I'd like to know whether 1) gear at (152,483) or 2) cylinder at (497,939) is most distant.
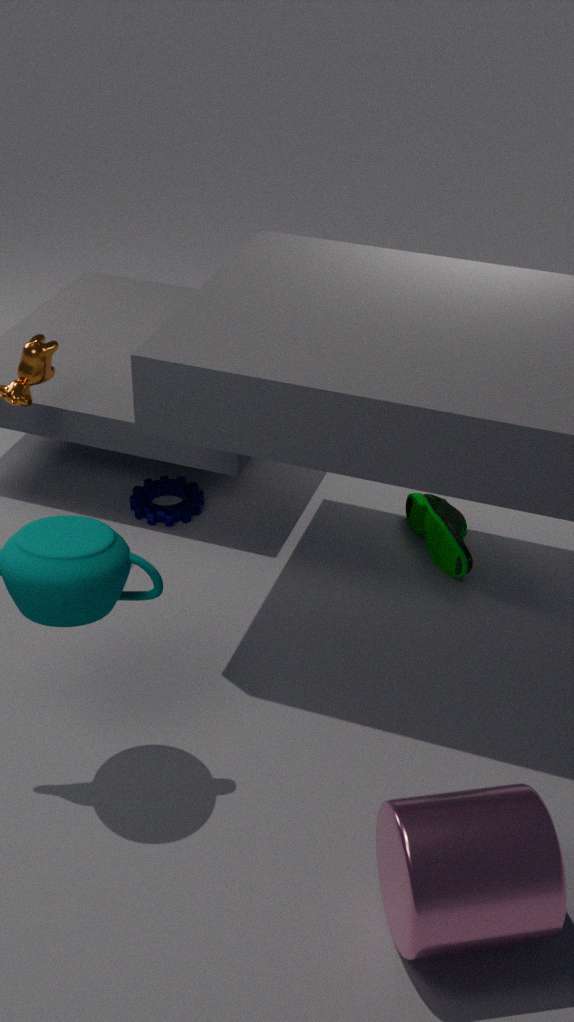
1. gear at (152,483)
